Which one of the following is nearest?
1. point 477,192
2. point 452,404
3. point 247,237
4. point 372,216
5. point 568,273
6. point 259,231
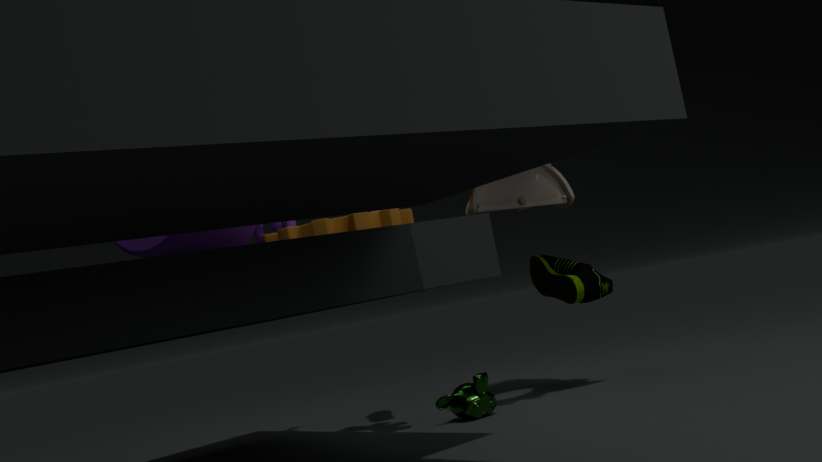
point 247,237
